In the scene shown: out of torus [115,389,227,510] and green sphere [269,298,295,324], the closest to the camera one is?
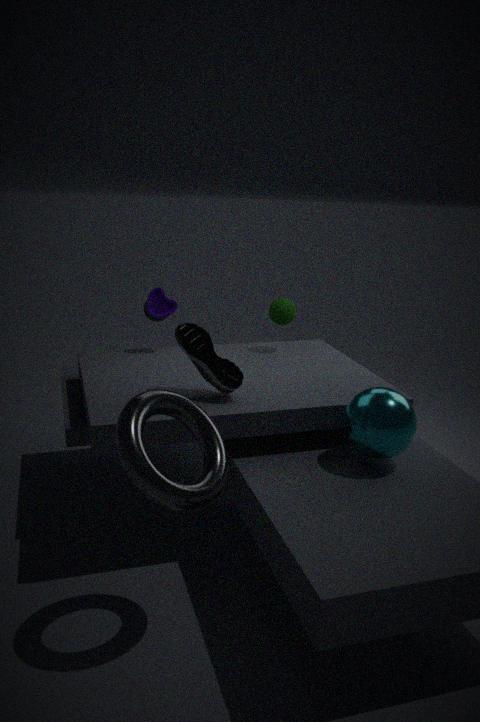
torus [115,389,227,510]
